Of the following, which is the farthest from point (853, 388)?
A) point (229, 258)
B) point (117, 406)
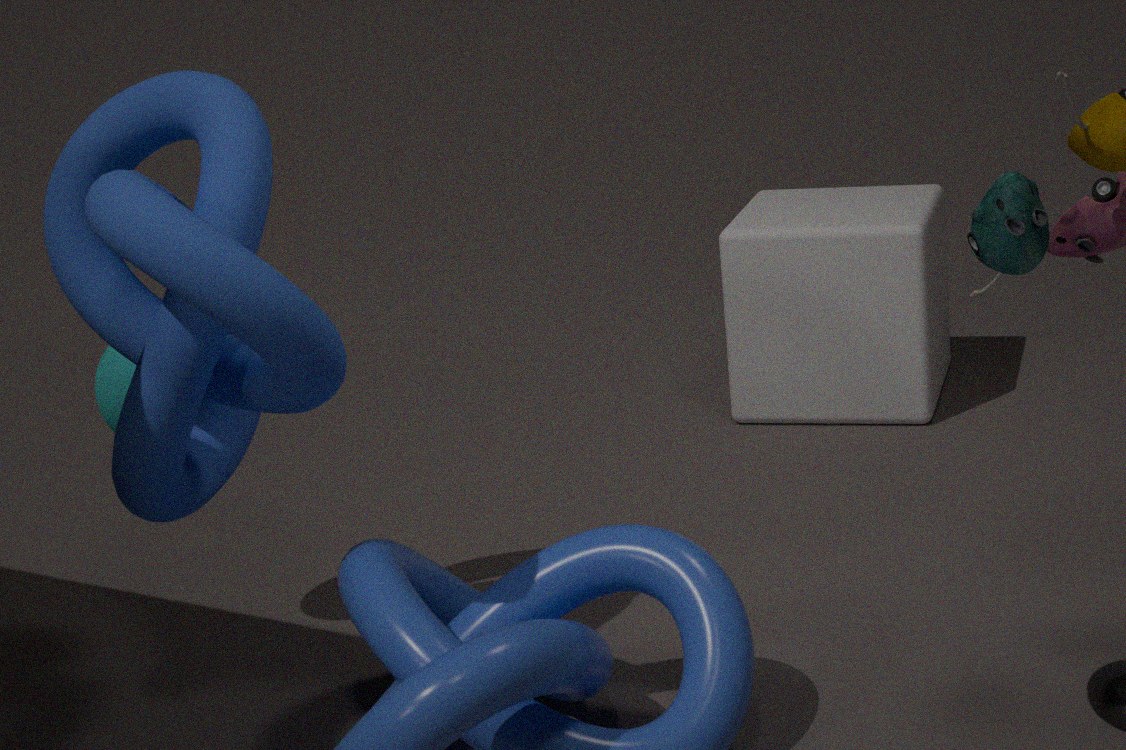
point (229, 258)
